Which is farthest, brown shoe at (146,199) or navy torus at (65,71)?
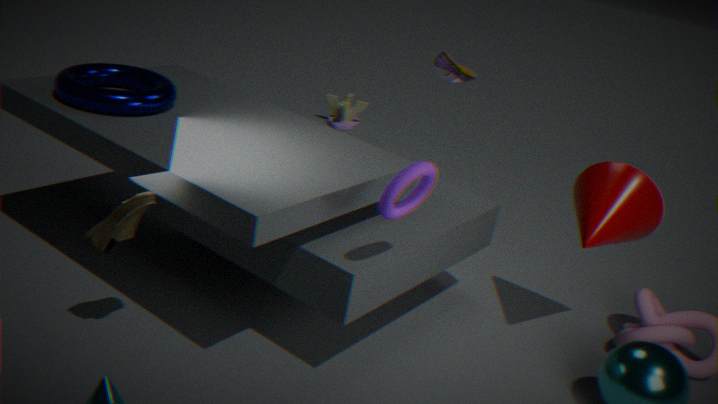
navy torus at (65,71)
